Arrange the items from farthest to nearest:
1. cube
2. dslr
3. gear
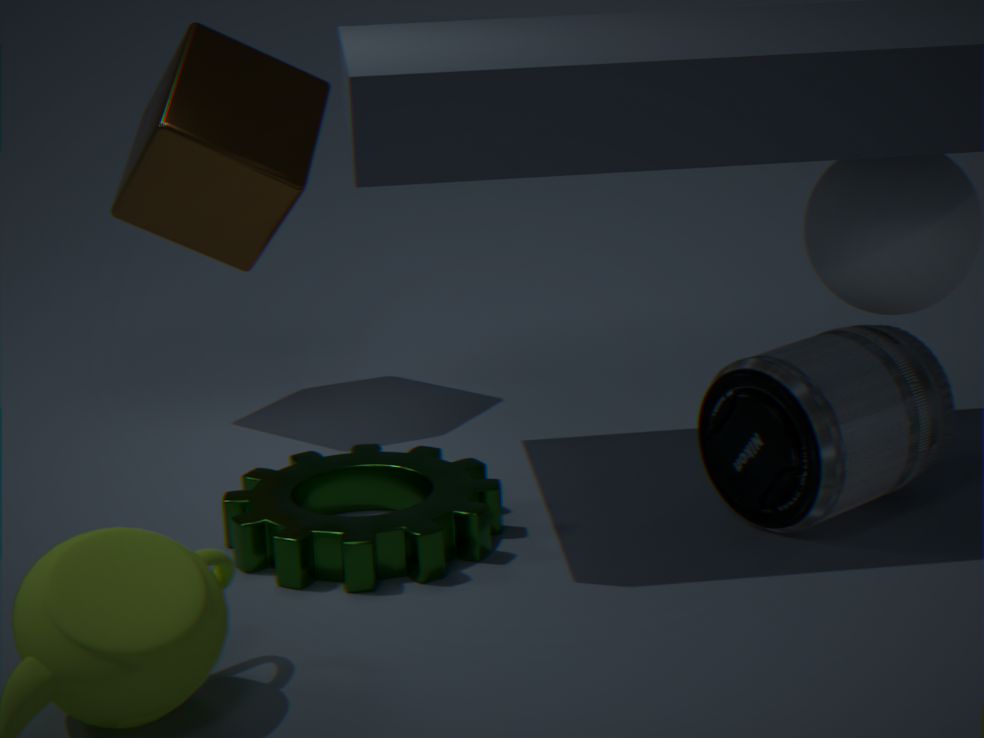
cube
dslr
gear
